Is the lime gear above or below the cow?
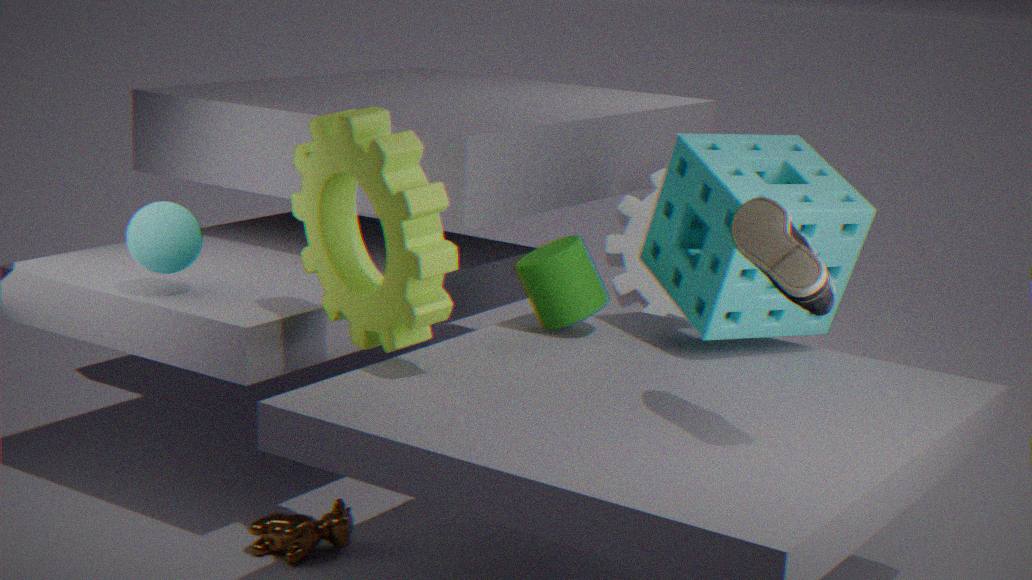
above
